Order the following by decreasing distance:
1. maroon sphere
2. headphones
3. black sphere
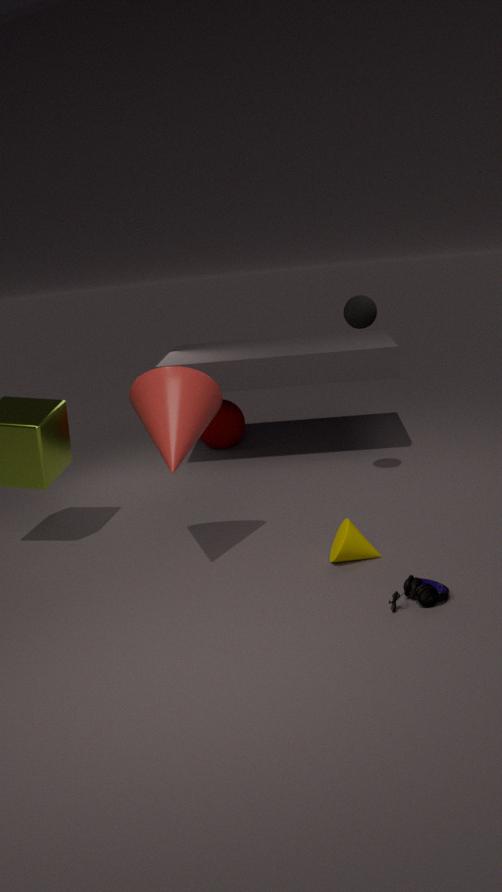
maroon sphere, black sphere, headphones
